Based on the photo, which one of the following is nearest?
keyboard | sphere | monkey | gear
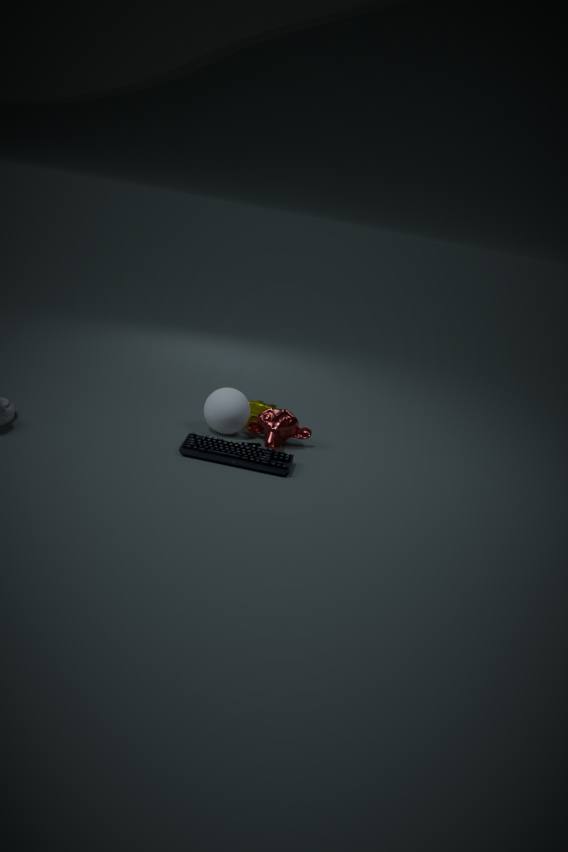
keyboard
